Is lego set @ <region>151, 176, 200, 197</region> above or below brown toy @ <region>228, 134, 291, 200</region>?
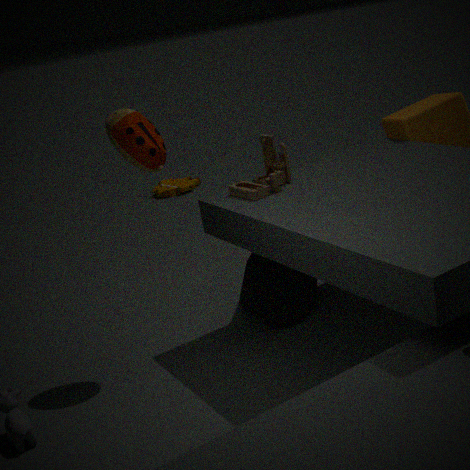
below
